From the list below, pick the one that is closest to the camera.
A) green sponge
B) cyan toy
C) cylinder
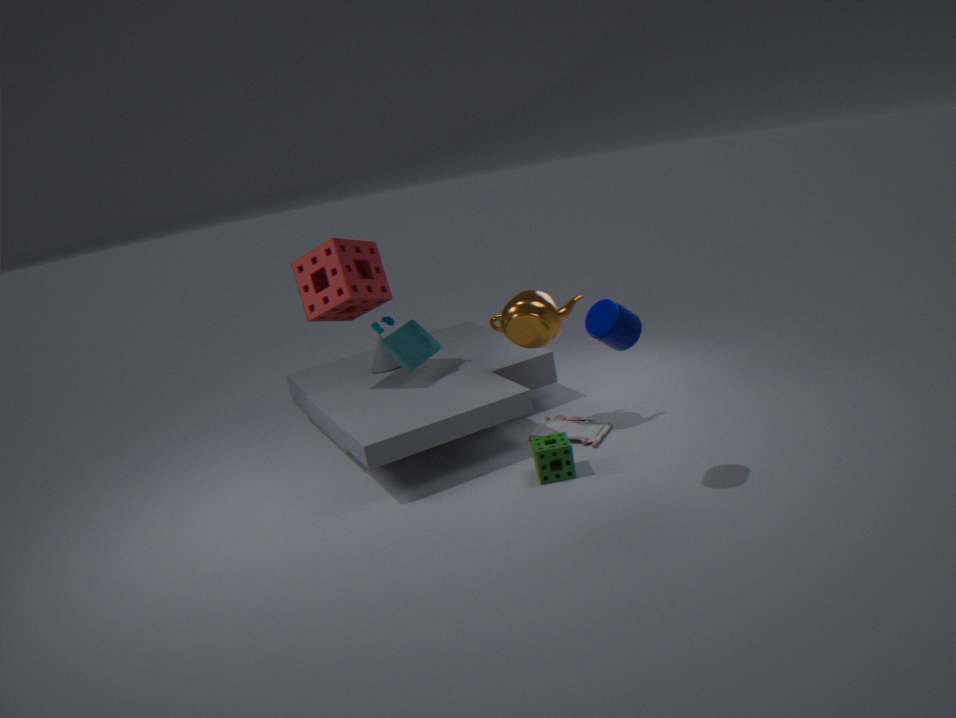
cylinder
